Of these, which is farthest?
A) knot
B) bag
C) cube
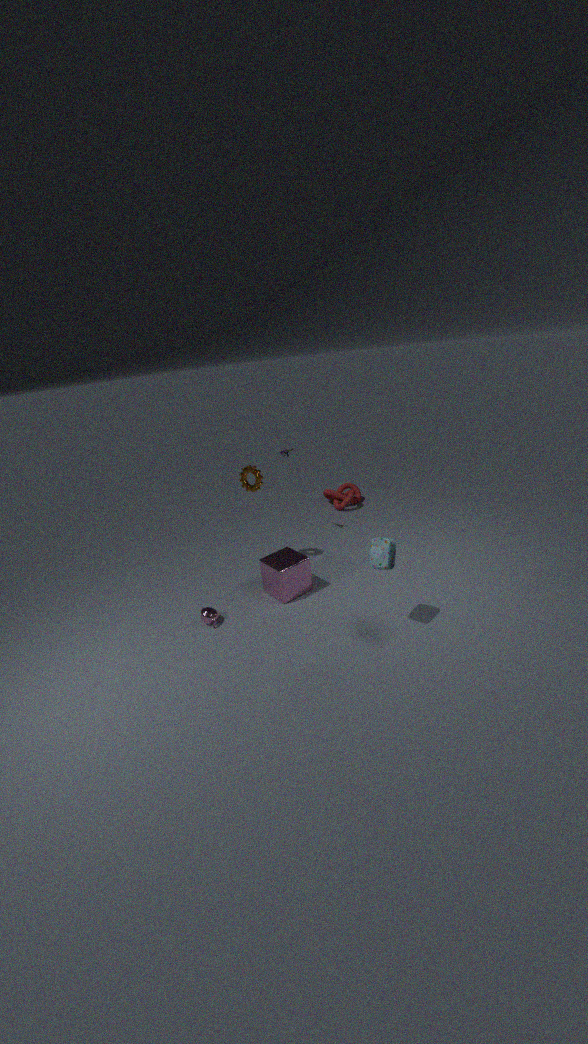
knot
